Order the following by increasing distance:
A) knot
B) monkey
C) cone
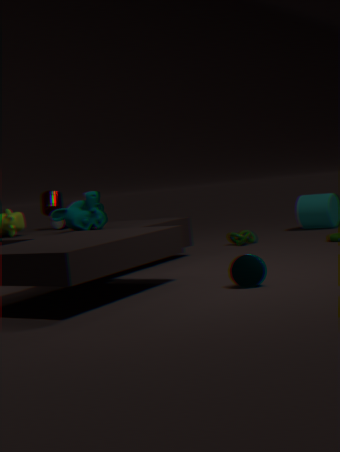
1. cone
2. monkey
3. knot
